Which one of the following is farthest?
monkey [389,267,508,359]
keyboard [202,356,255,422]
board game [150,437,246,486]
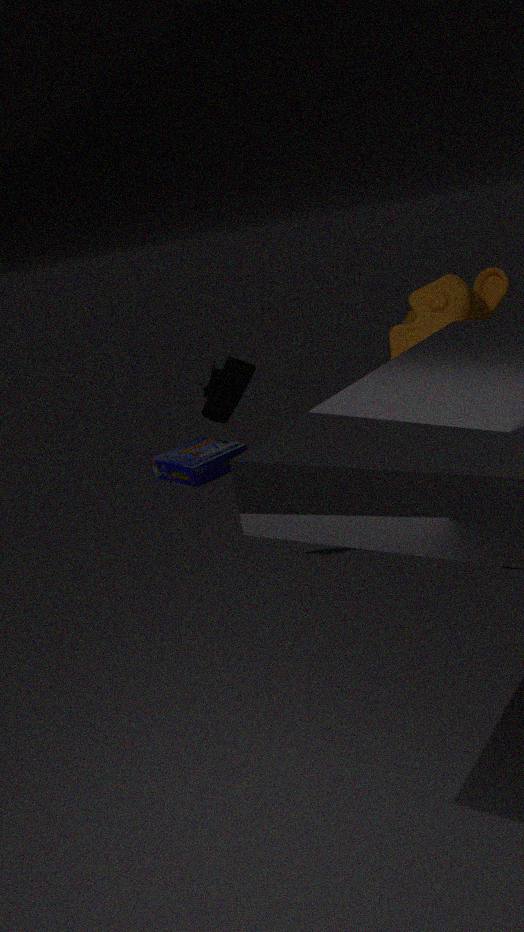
board game [150,437,246,486]
